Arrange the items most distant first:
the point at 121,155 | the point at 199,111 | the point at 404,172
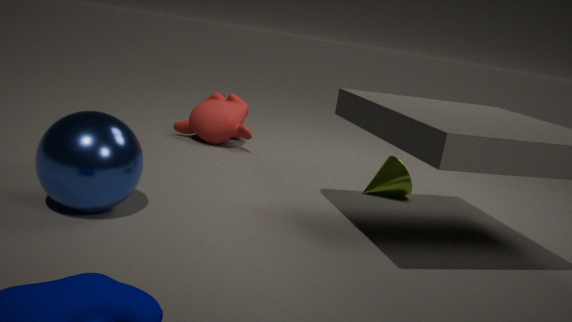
the point at 199,111
the point at 404,172
the point at 121,155
